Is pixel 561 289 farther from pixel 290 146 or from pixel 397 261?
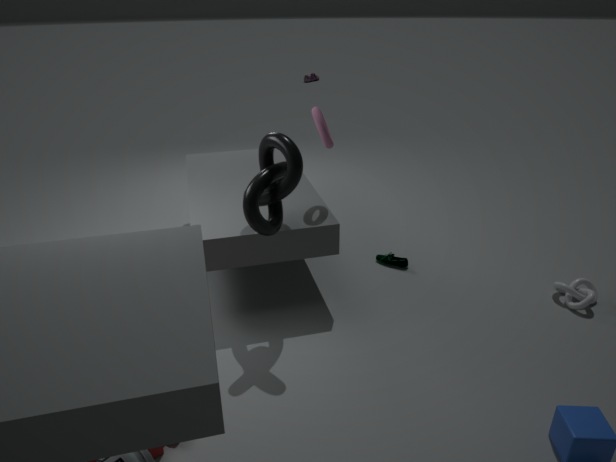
pixel 290 146
